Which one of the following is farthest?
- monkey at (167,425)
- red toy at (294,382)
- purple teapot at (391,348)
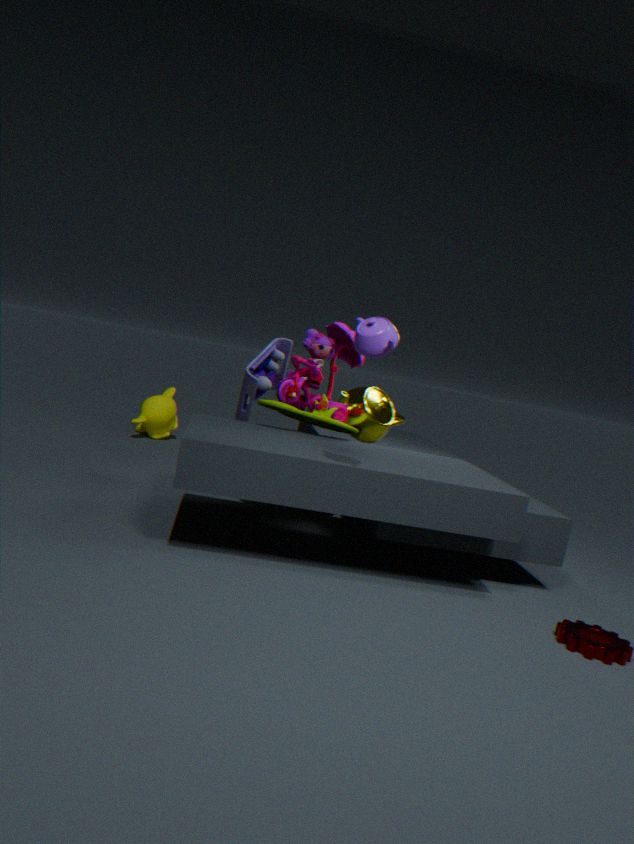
monkey at (167,425)
